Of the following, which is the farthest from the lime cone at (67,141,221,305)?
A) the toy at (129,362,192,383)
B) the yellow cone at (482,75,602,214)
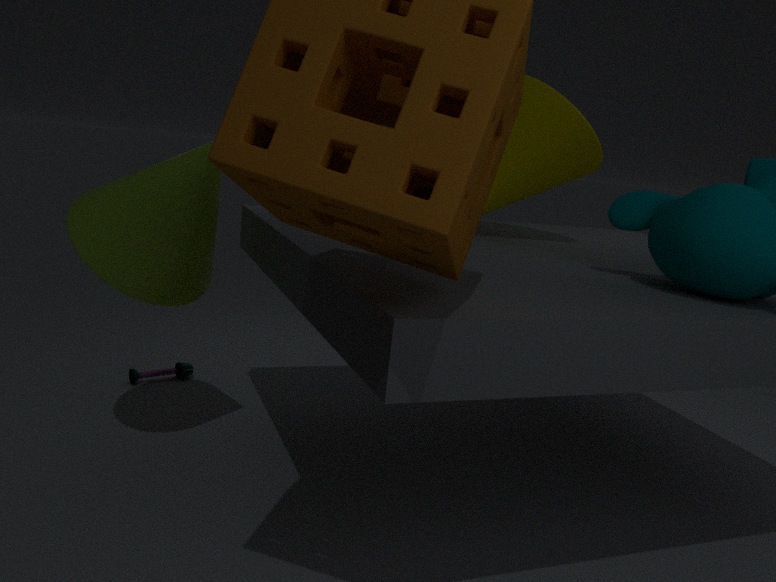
the yellow cone at (482,75,602,214)
